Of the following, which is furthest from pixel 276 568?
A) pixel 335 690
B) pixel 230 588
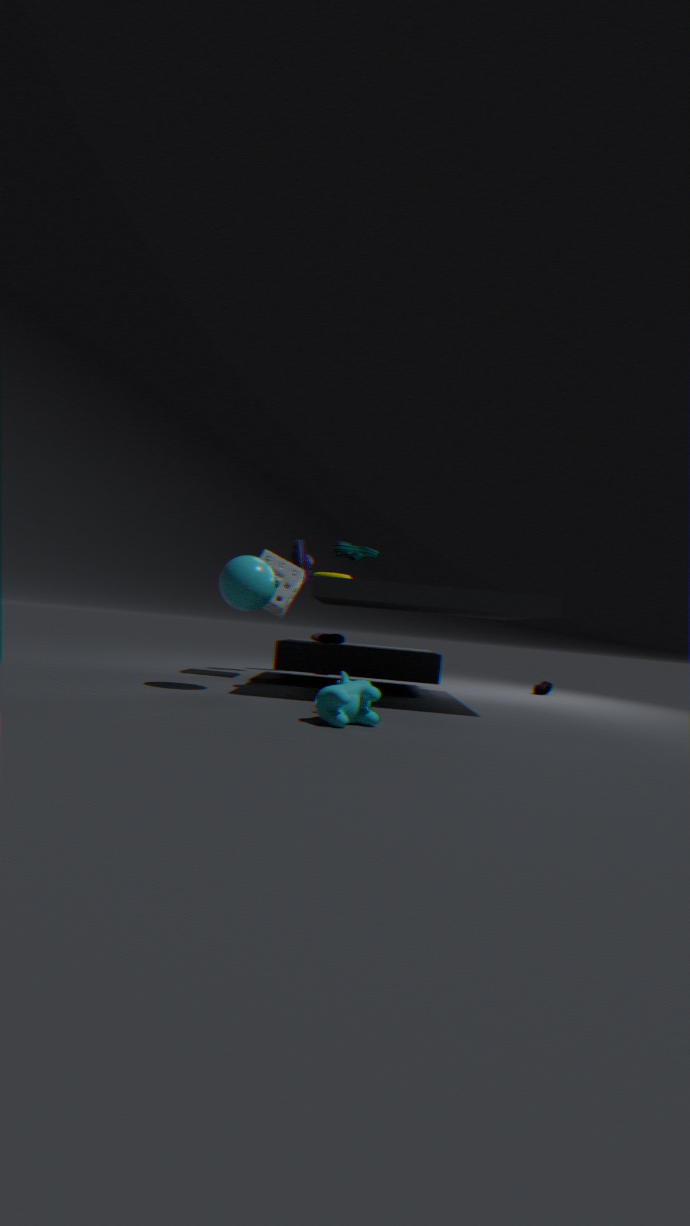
pixel 335 690
